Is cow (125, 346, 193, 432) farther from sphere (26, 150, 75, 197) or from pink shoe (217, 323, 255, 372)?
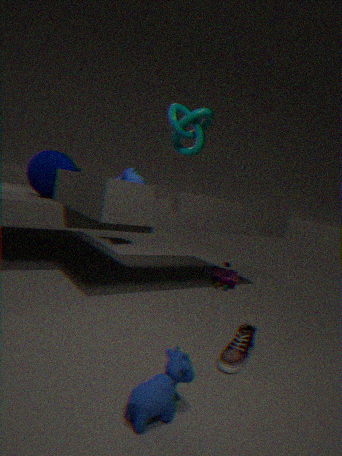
sphere (26, 150, 75, 197)
